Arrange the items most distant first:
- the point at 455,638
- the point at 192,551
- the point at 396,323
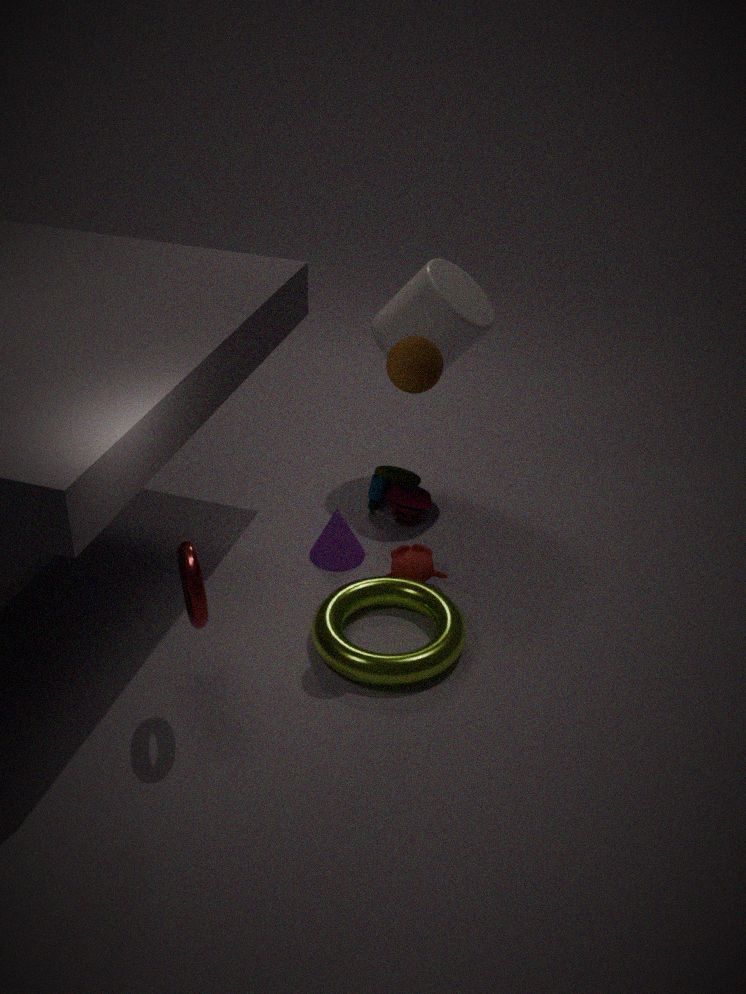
the point at 396,323 < the point at 455,638 < the point at 192,551
